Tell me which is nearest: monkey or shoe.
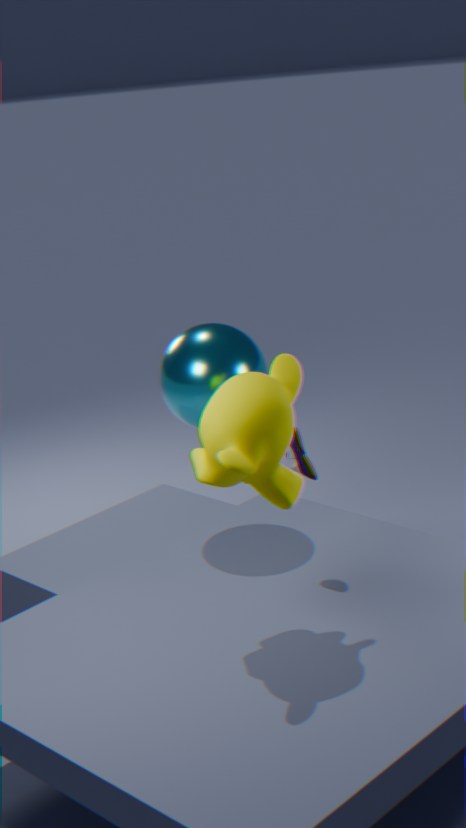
monkey
